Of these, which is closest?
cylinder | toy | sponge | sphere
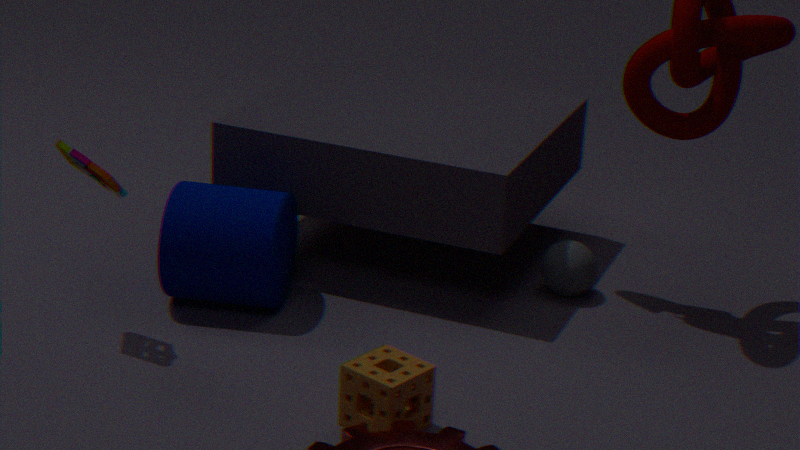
sponge
